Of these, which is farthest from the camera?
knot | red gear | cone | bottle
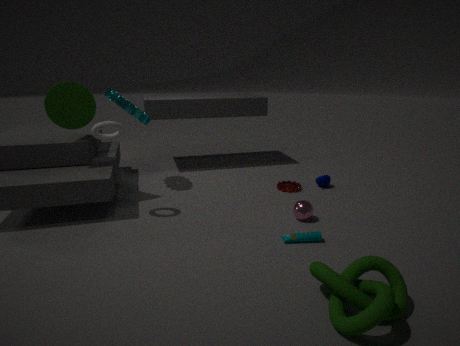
red gear
